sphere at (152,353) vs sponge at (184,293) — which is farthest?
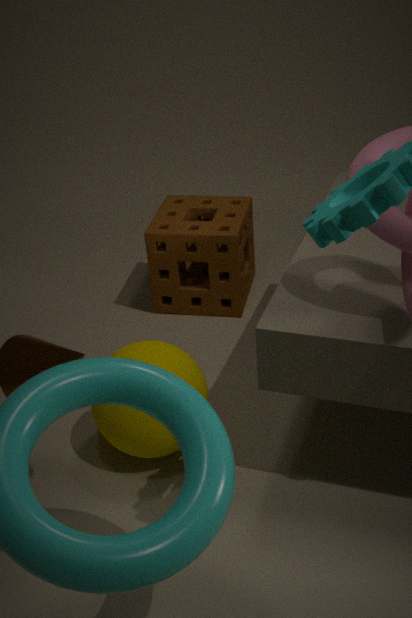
sponge at (184,293)
